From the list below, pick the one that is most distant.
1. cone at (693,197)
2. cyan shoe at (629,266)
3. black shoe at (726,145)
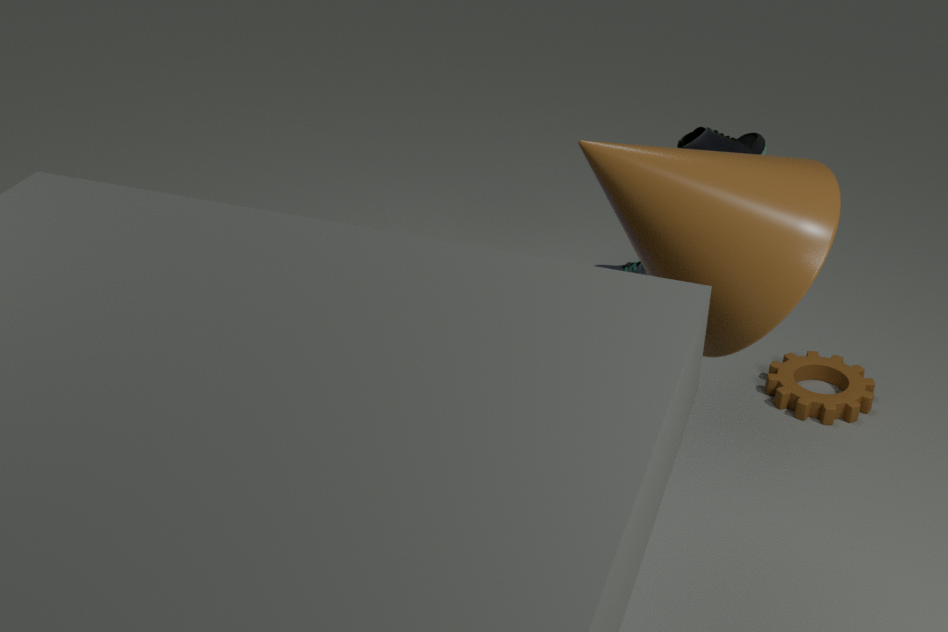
cyan shoe at (629,266)
